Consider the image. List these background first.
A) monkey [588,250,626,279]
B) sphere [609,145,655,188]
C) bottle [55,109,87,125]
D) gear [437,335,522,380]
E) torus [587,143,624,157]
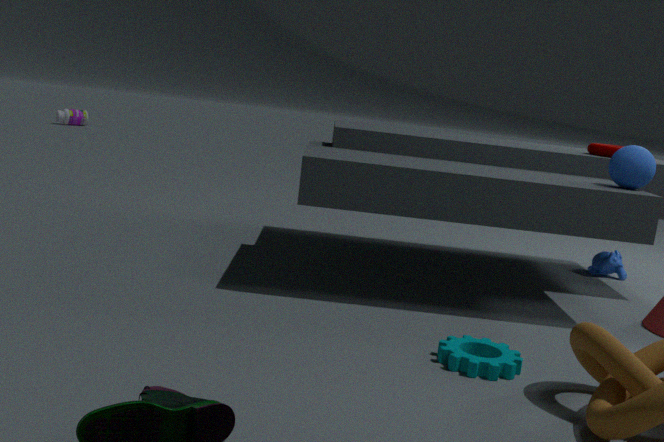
bottle [55,109,87,125] < monkey [588,250,626,279] < torus [587,143,624,157] < sphere [609,145,655,188] < gear [437,335,522,380]
